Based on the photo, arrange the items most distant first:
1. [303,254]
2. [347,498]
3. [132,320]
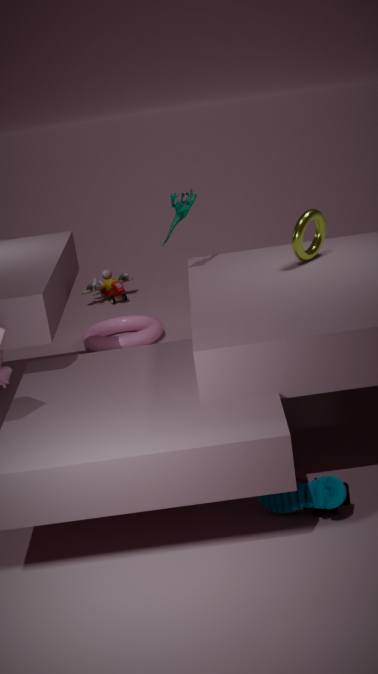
1. [132,320]
2. [303,254]
3. [347,498]
